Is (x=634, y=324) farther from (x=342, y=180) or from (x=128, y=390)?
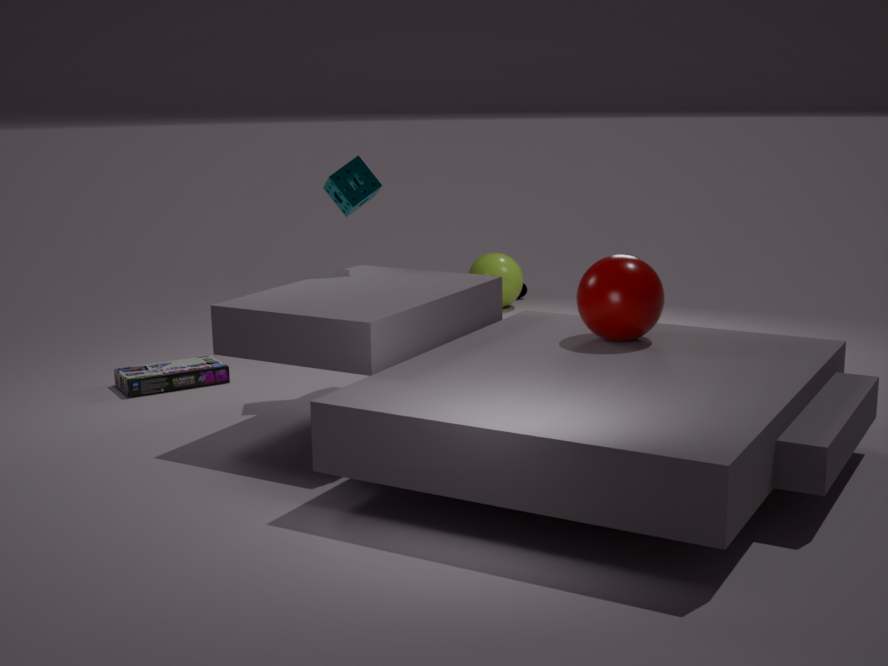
(x=128, y=390)
